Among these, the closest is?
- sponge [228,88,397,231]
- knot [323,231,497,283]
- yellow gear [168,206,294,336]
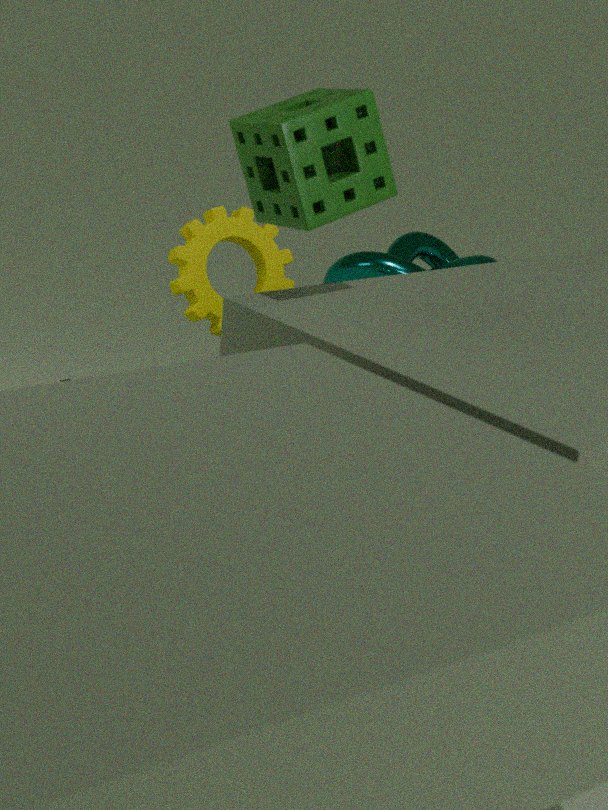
sponge [228,88,397,231]
